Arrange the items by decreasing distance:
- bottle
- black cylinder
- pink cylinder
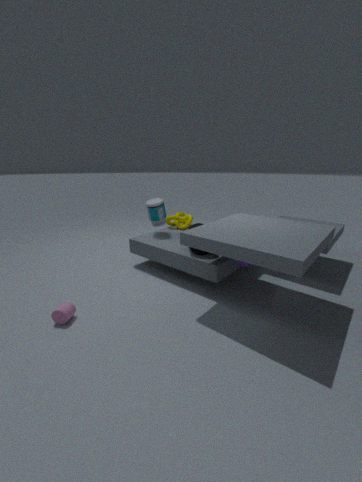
bottle, black cylinder, pink cylinder
